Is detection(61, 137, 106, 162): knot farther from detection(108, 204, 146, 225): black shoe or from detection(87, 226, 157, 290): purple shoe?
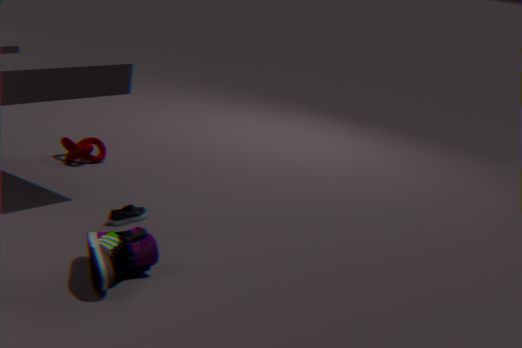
detection(87, 226, 157, 290): purple shoe
